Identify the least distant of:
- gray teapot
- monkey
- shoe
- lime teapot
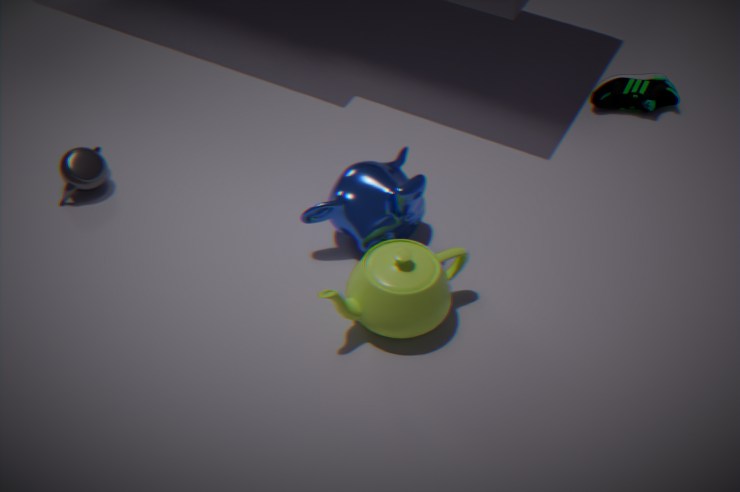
lime teapot
